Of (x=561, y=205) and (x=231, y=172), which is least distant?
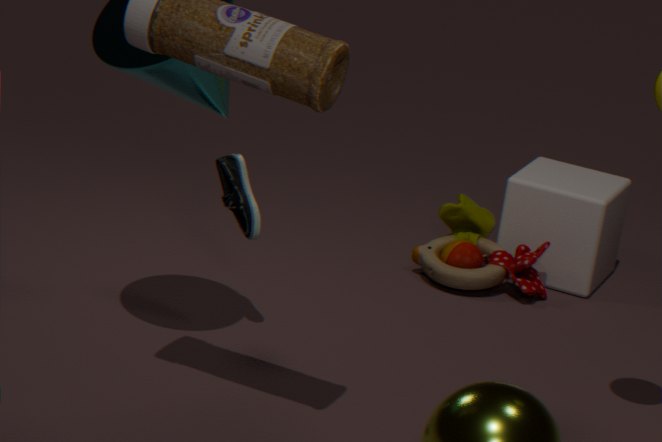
(x=231, y=172)
